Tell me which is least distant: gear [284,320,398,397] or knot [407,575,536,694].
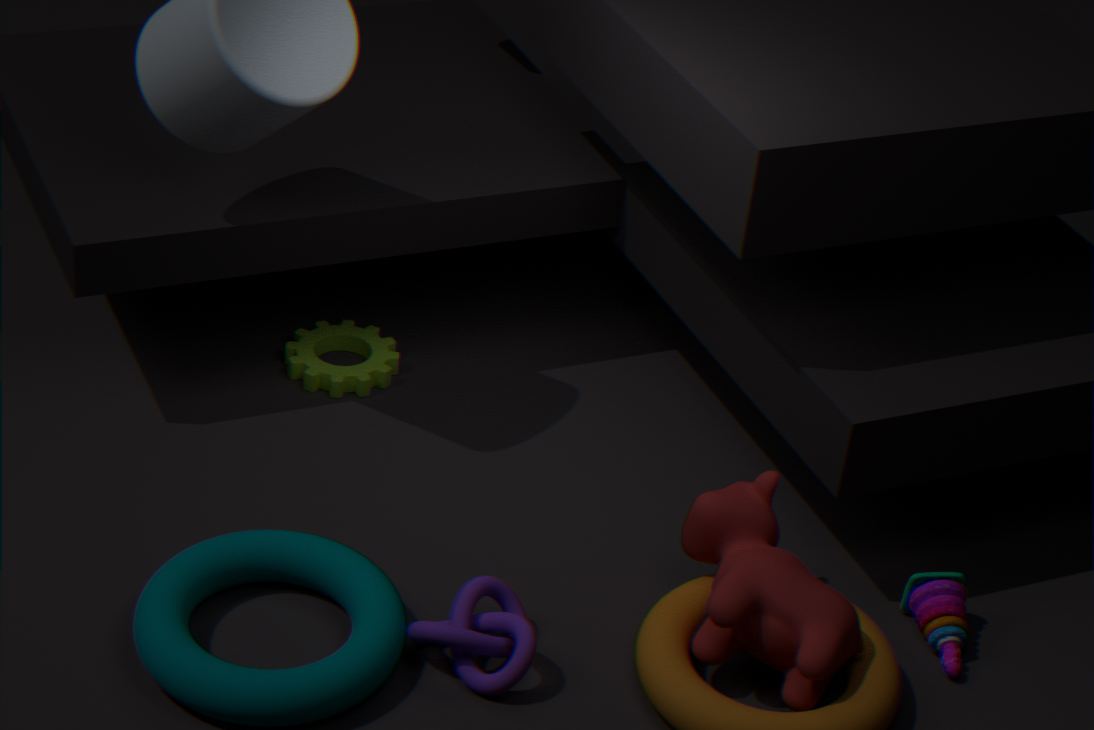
knot [407,575,536,694]
